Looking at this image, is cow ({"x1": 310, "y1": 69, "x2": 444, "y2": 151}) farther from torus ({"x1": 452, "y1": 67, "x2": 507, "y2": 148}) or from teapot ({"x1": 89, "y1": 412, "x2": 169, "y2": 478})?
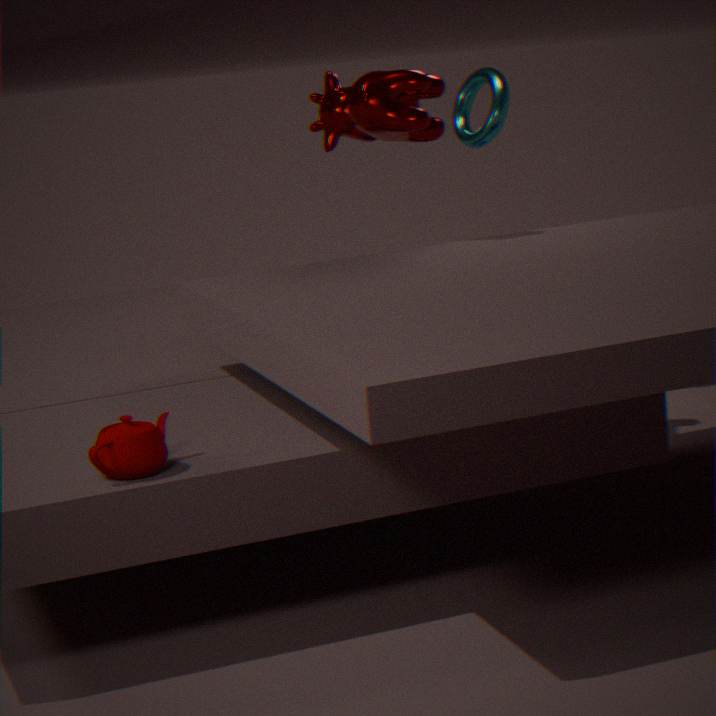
teapot ({"x1": 89, "y1": 412, "x2": 169, "y2": 478})
